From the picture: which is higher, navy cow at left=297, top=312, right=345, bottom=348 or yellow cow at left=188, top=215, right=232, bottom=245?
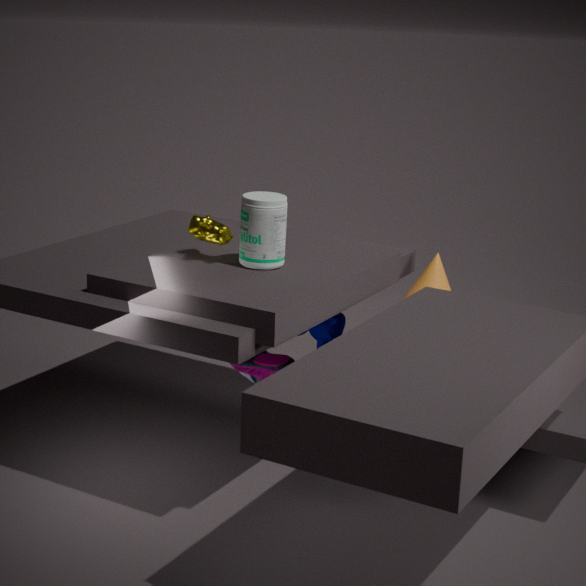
yellow cow at left=188, top=215, right=232, bottom=245
